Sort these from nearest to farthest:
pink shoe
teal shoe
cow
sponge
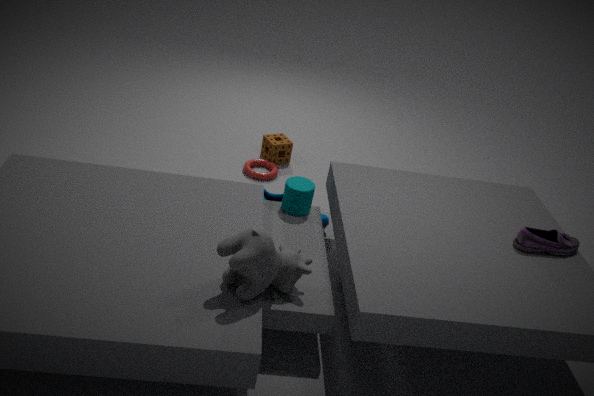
cow, pink shoe, teal shoe, sponge
